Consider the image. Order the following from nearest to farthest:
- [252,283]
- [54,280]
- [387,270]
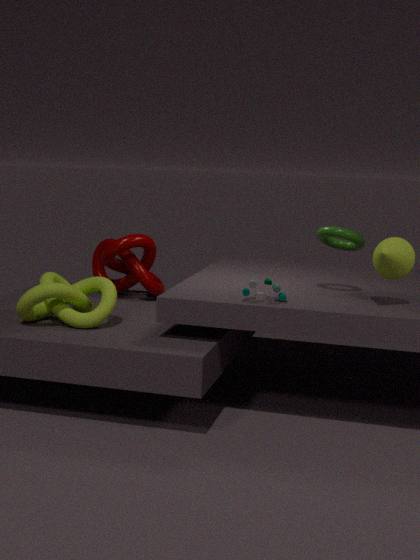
[387,270] → [252,283] → [54,280]
